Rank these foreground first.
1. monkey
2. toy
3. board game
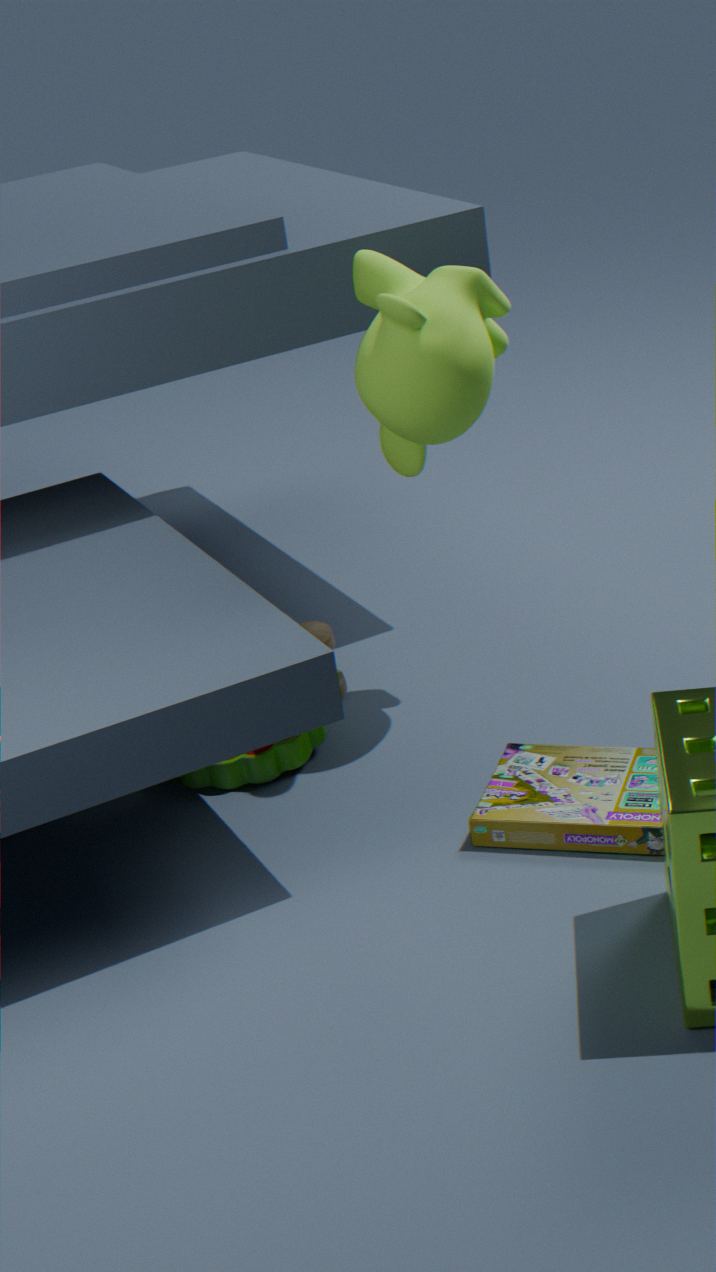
board game
monkey
toy
